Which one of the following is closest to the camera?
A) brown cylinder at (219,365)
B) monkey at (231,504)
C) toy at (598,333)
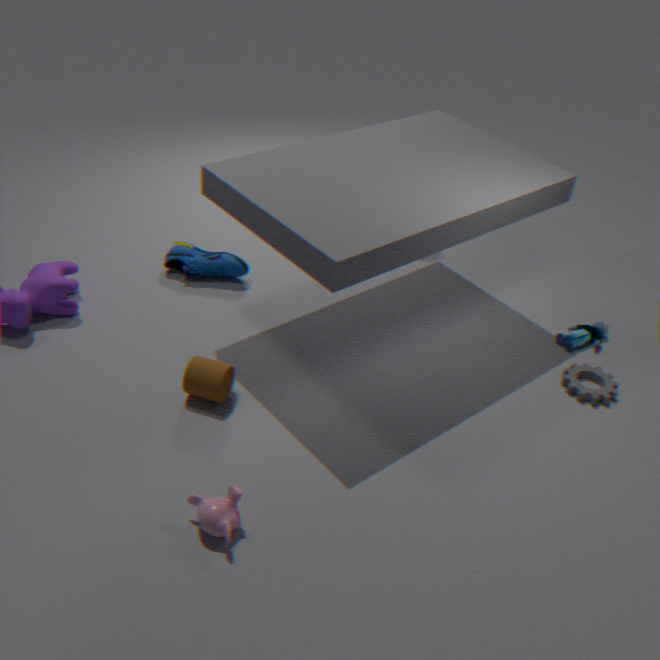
monkey at (231,504)
